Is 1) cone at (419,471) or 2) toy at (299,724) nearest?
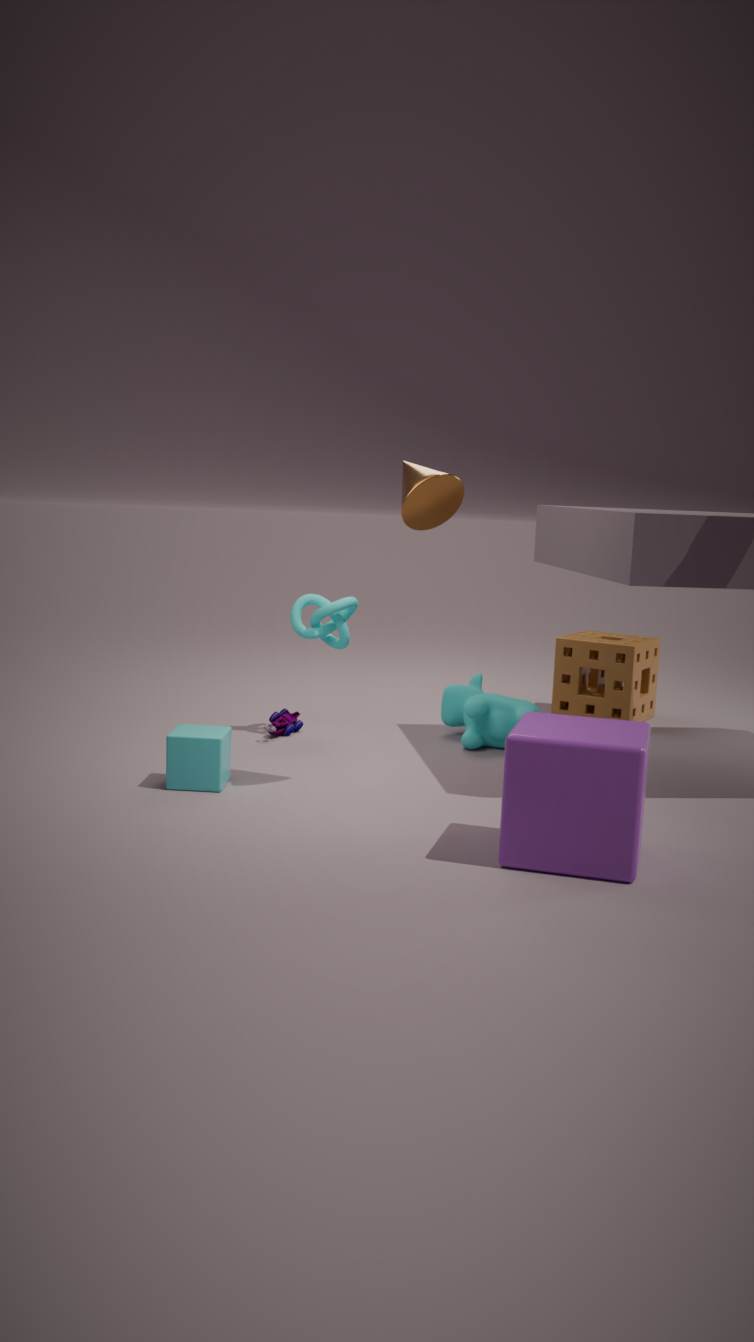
1. cone at (419,471)
